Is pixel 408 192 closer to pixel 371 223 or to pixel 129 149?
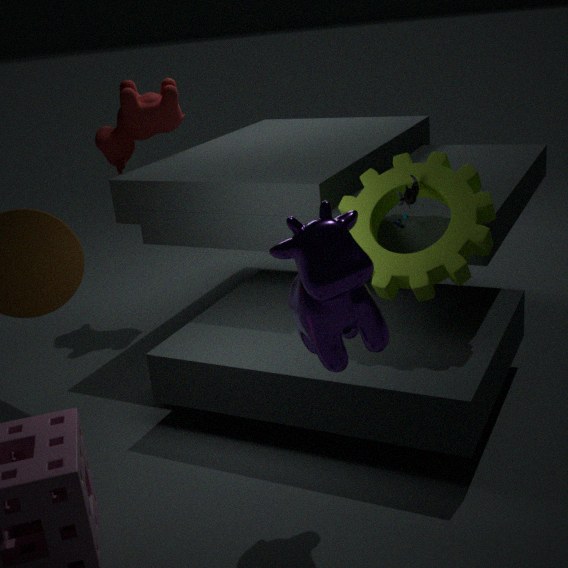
pixel 371 223
